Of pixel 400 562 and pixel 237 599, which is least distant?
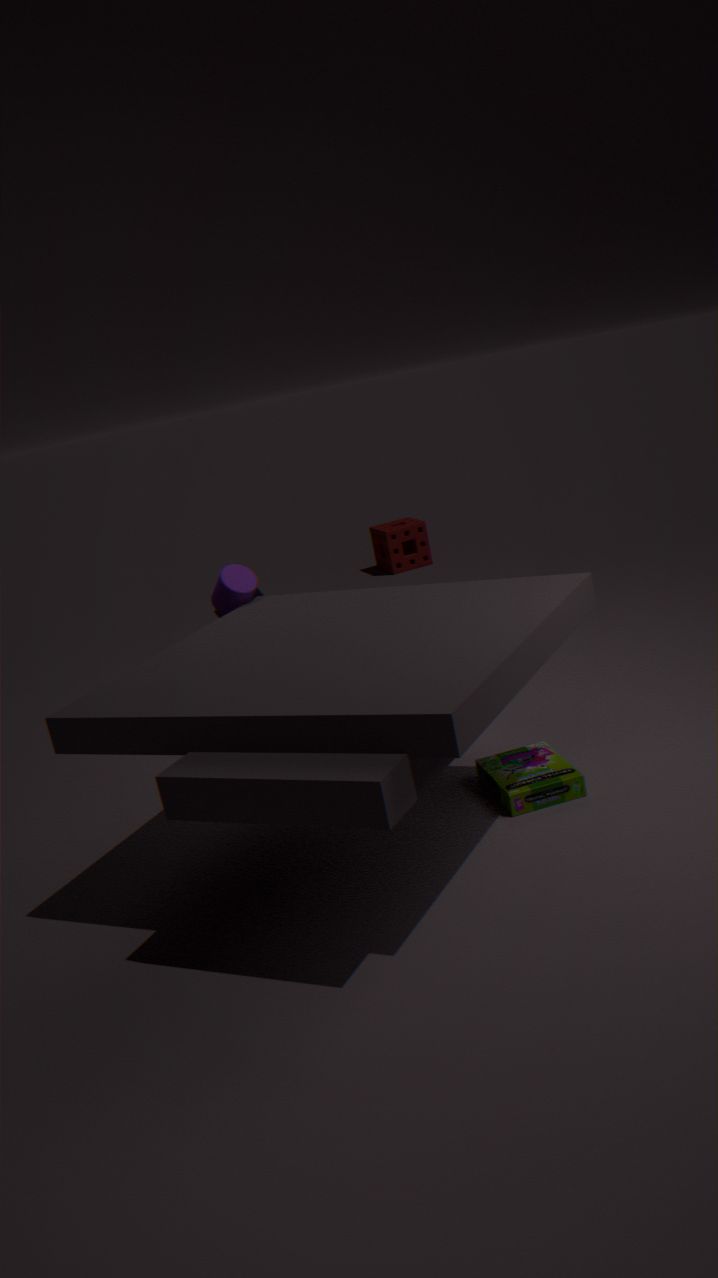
pixel 237 599
